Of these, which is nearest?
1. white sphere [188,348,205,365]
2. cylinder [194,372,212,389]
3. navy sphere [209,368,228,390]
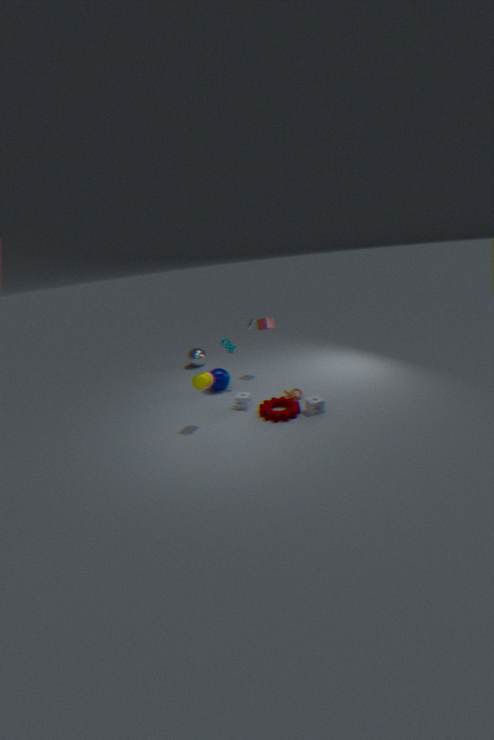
cylinder [194,372,212,389]
